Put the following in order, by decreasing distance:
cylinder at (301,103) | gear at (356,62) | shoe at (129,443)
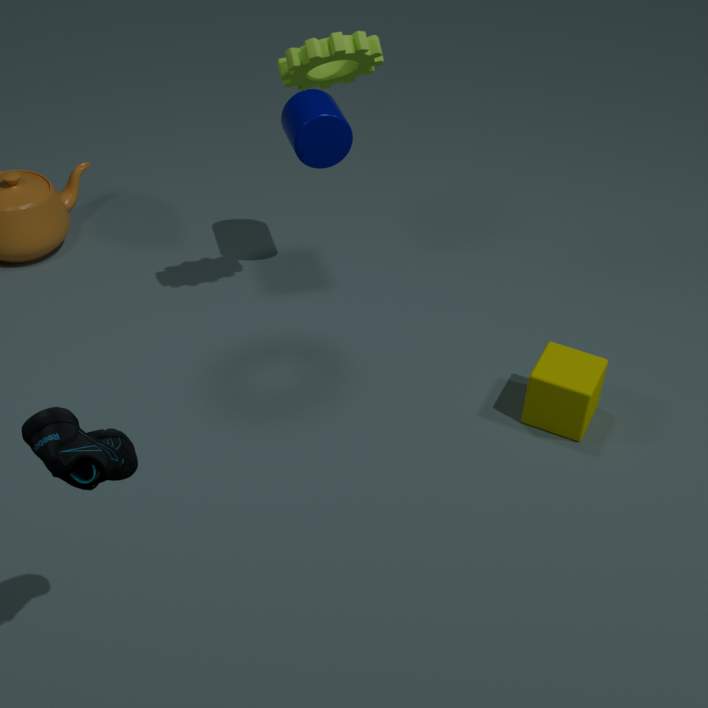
1. cylinder at (301,103)
2. gear at (356,62)
3. shoe at (129,443)
